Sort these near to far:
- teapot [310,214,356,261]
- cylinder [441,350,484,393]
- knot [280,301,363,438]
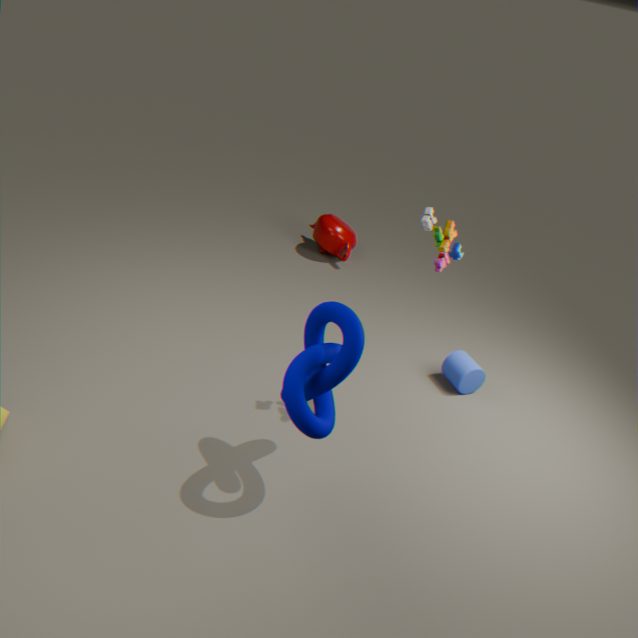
knot [280,301,363,438], cylinder [441,350,484,393], teapot [310,214,356,261]
